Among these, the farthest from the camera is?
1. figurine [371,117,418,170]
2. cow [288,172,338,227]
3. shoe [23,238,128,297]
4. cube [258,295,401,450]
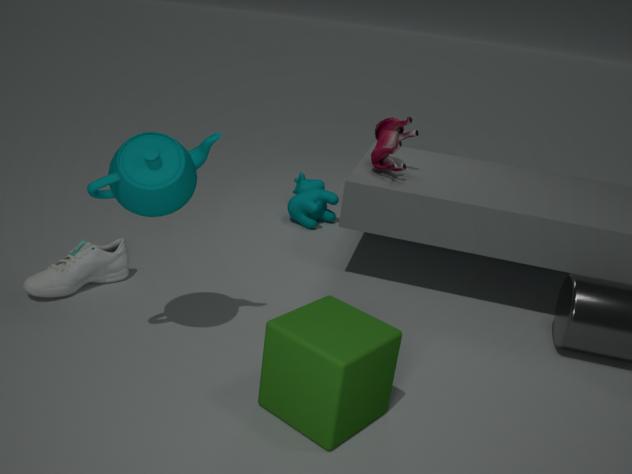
cow [288,172,338,227]
